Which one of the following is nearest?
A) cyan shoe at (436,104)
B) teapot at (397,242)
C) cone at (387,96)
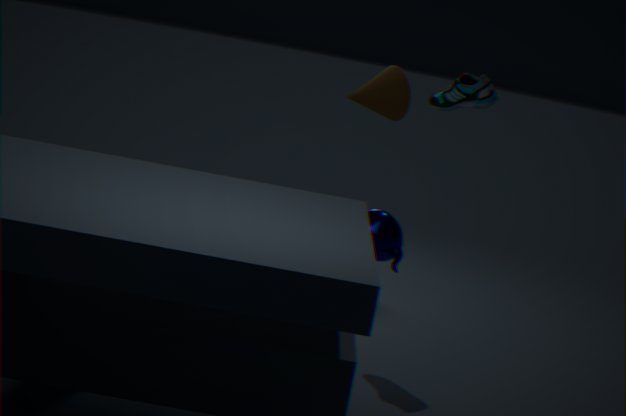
teapot at (397,242)
